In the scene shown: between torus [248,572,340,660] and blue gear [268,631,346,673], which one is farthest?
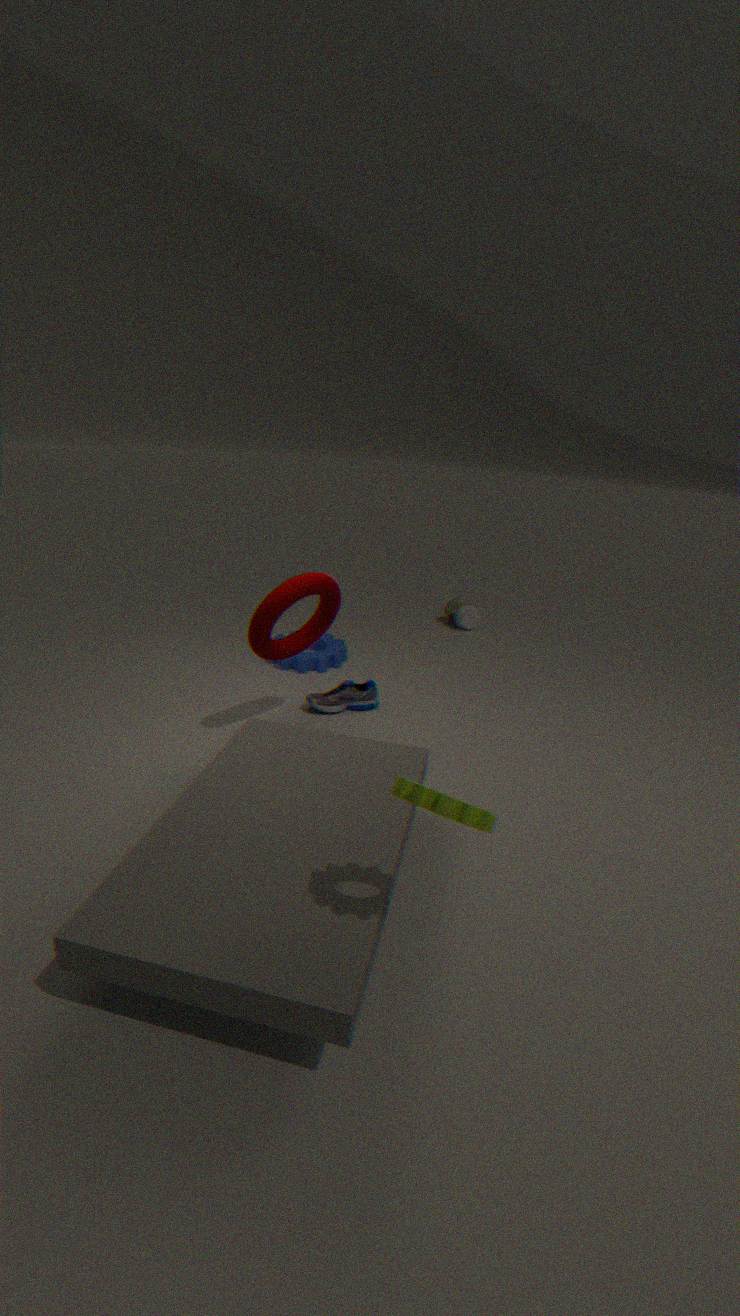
blue gear [268,631,346,673]
